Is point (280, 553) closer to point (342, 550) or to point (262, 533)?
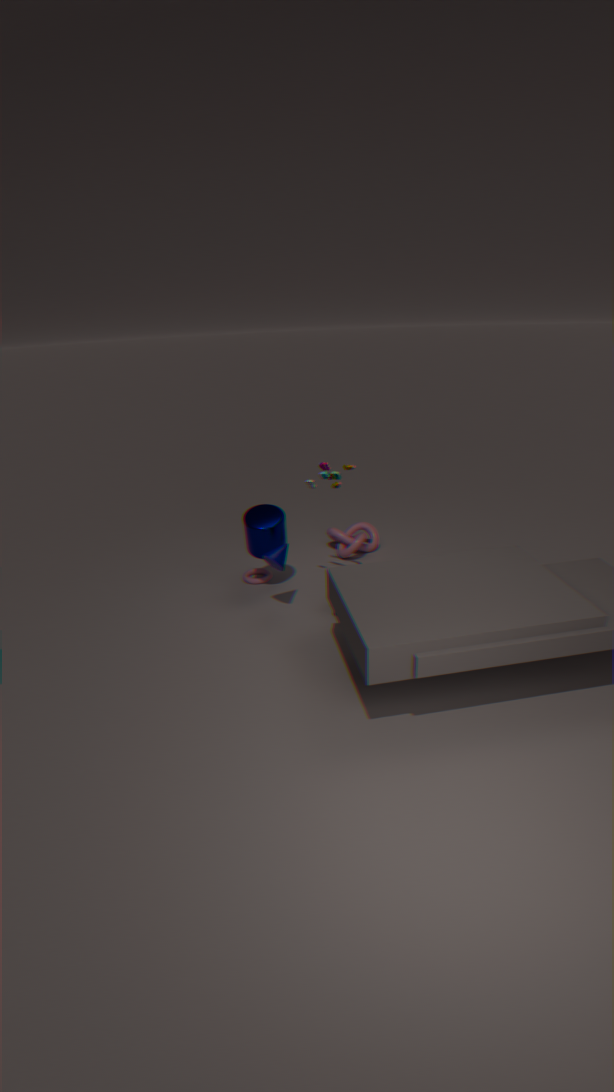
point (262, 533)
